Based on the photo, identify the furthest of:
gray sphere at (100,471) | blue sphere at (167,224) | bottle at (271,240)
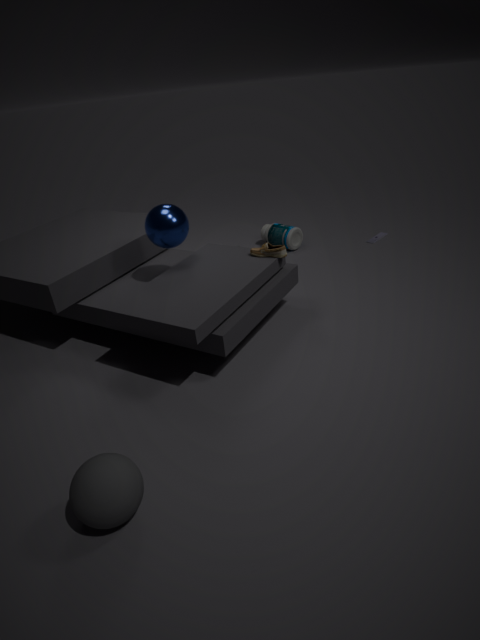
bottle at (271,240)
